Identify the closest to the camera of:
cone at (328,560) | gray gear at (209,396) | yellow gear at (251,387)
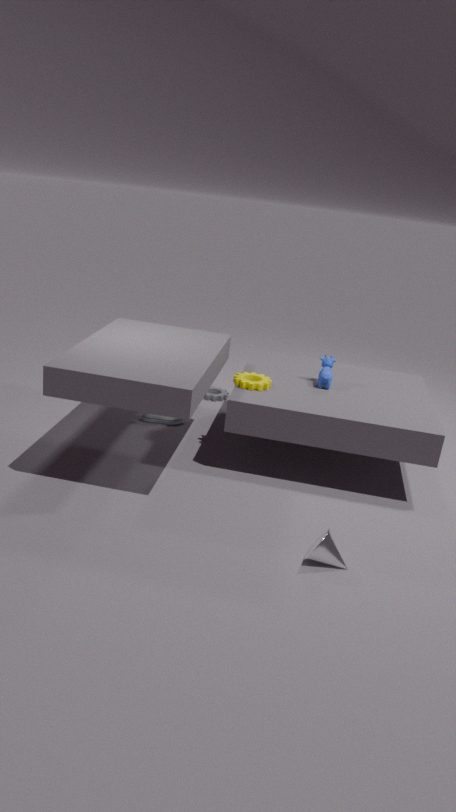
cone at (328,560)
